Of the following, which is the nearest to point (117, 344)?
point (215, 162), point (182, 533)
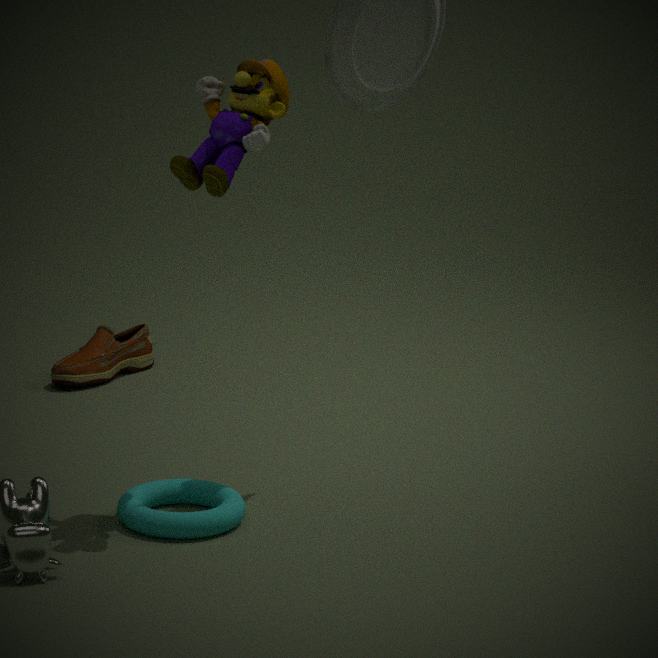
point (182, 533)
